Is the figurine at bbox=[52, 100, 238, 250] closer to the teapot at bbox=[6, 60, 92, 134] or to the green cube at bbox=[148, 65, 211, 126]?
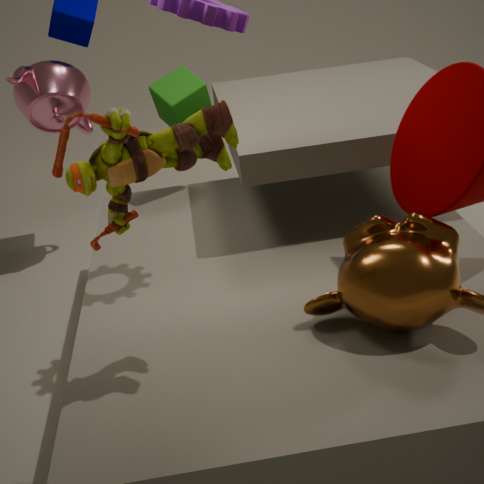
the green cube at bbox=[148, 65, 211, 126]
